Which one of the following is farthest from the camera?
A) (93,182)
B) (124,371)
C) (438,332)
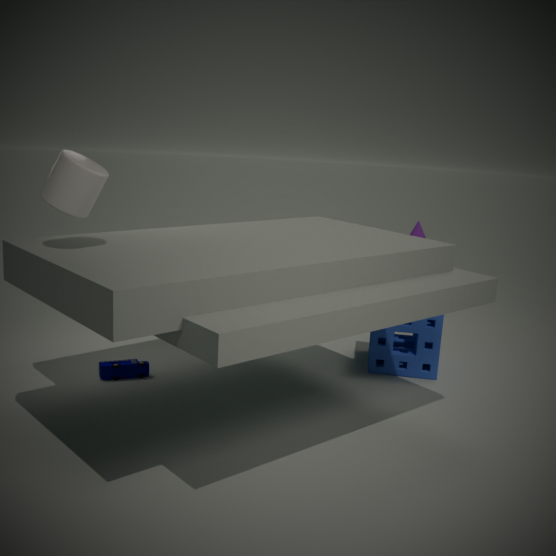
(438,332)
